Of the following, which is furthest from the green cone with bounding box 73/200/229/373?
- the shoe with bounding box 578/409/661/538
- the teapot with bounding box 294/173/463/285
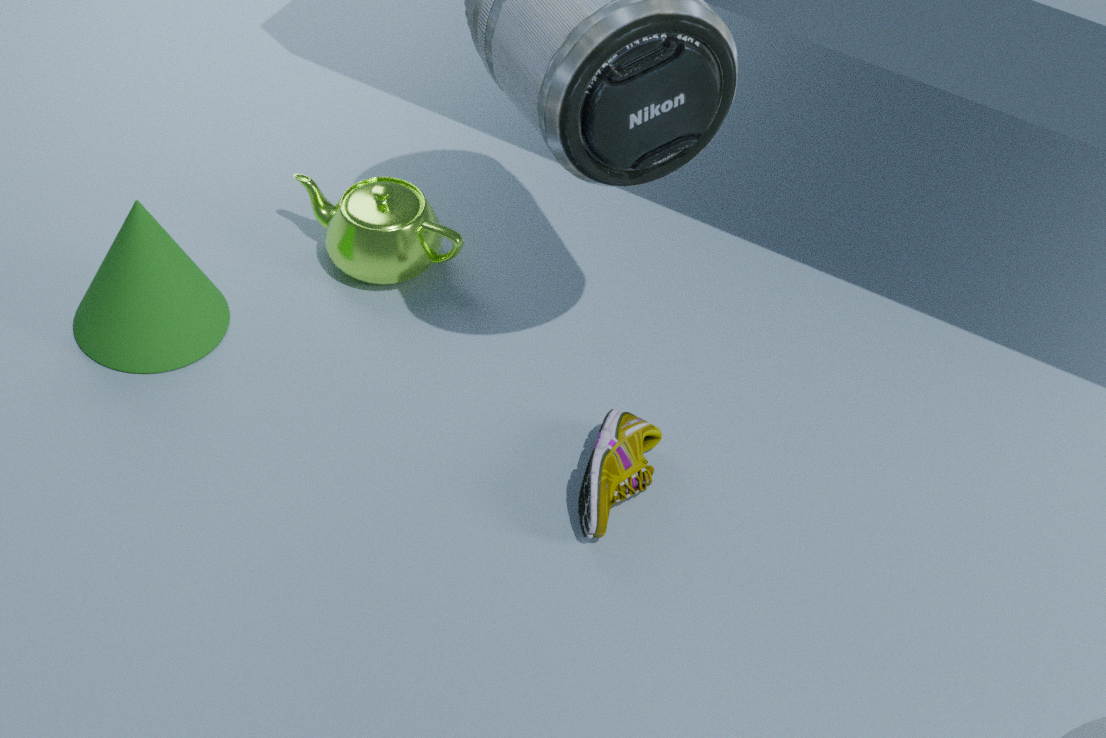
the shoe with bounding box 578/409/661/538
